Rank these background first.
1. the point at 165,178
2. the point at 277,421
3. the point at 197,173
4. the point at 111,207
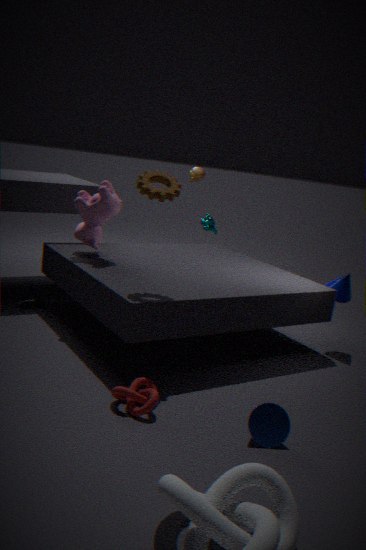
the point at 197,173 → the point at 111,207 → the point at 165,178 → the point at 277,421
